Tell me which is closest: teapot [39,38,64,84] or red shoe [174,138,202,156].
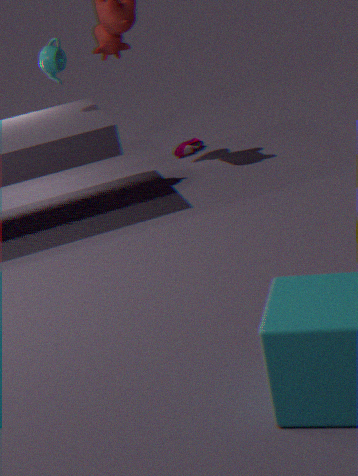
teapot [39,38,64,84]
